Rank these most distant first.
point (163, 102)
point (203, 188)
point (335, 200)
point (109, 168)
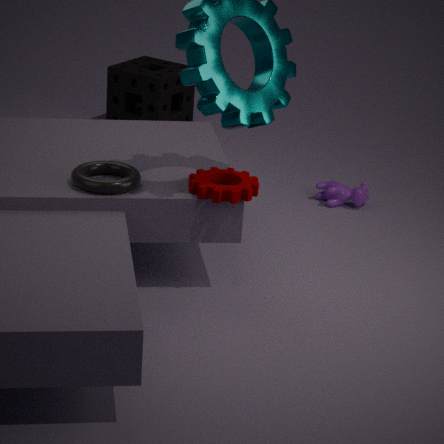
point (163, 102) < point (335, 200) < point (109, 168) < point (203, 188)
